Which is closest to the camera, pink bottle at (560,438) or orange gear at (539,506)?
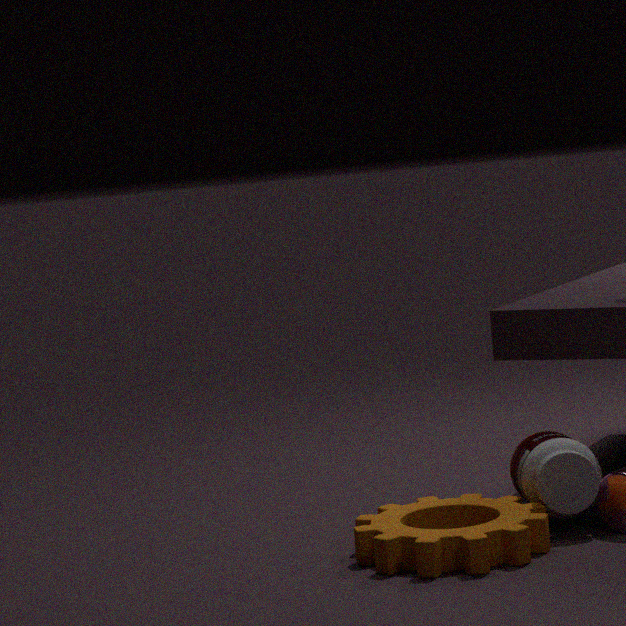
orange gear at (539,506)
